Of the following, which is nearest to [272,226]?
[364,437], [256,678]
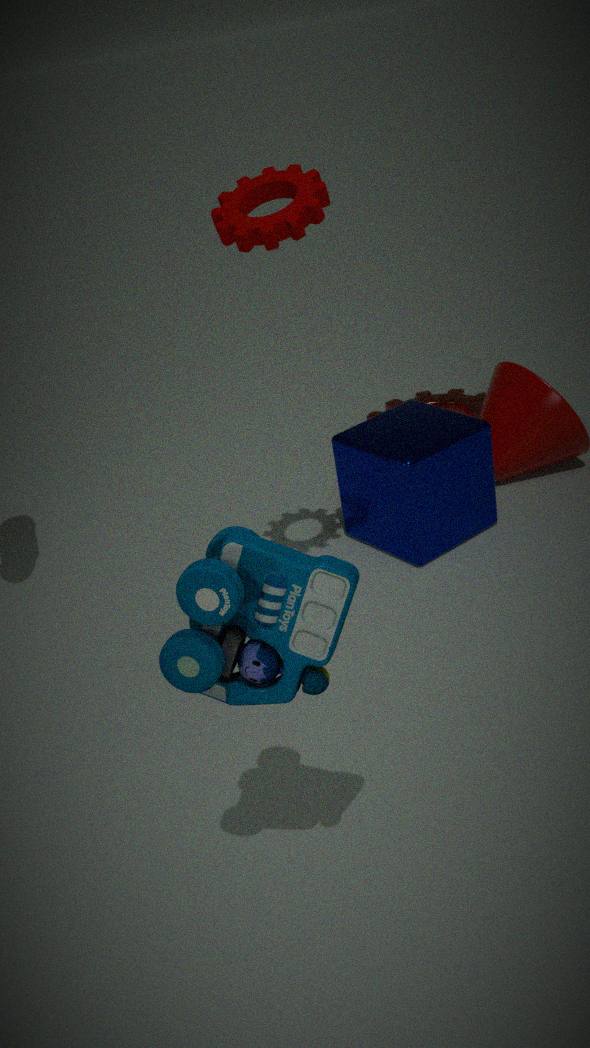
[256,678]
